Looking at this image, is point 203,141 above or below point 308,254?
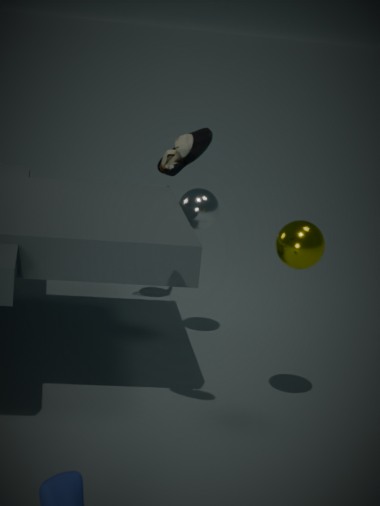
above
